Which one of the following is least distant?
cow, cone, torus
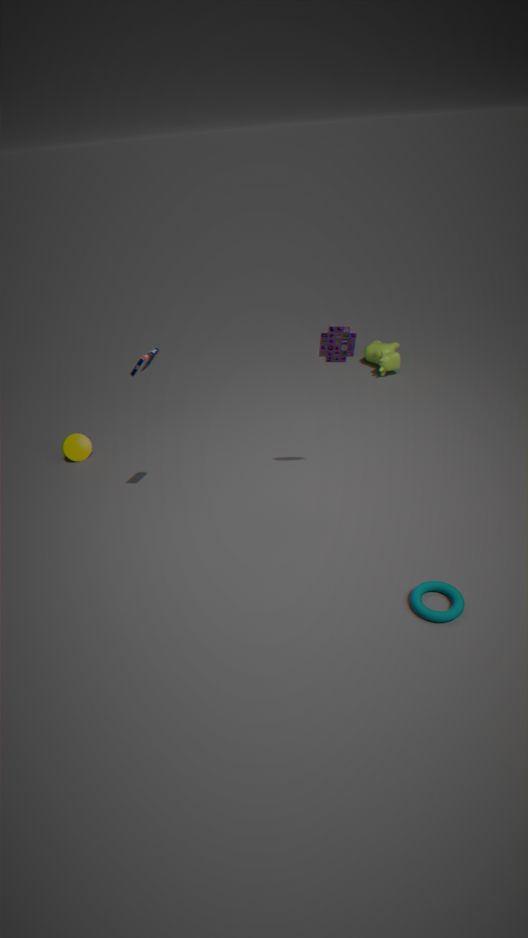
torus
